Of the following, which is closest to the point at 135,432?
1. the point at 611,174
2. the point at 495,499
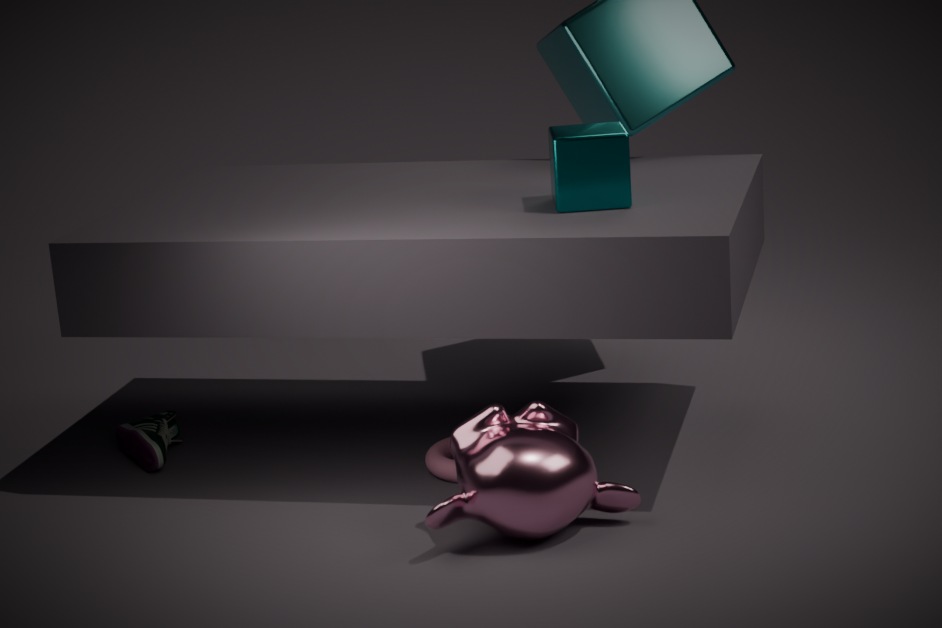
the point at 495,499
